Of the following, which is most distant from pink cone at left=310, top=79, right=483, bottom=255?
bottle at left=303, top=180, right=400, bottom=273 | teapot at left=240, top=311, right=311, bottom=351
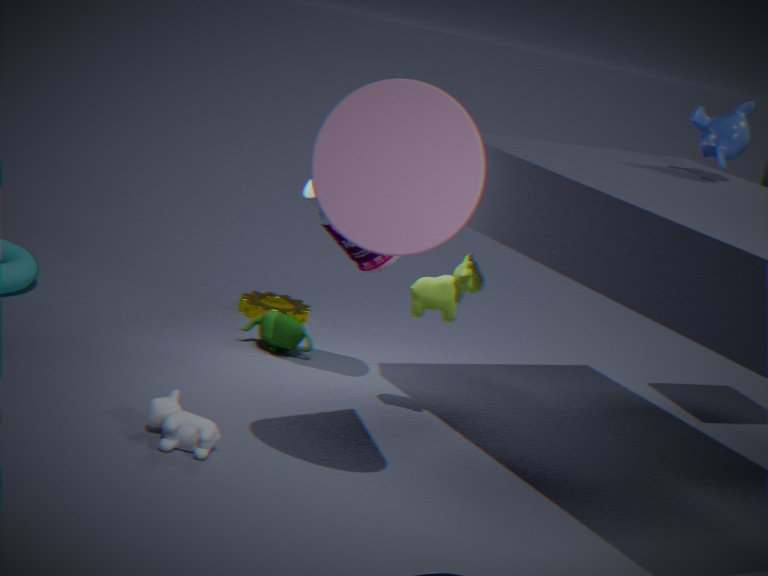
teapot at left=240, top=311, right=311, bottom=351
